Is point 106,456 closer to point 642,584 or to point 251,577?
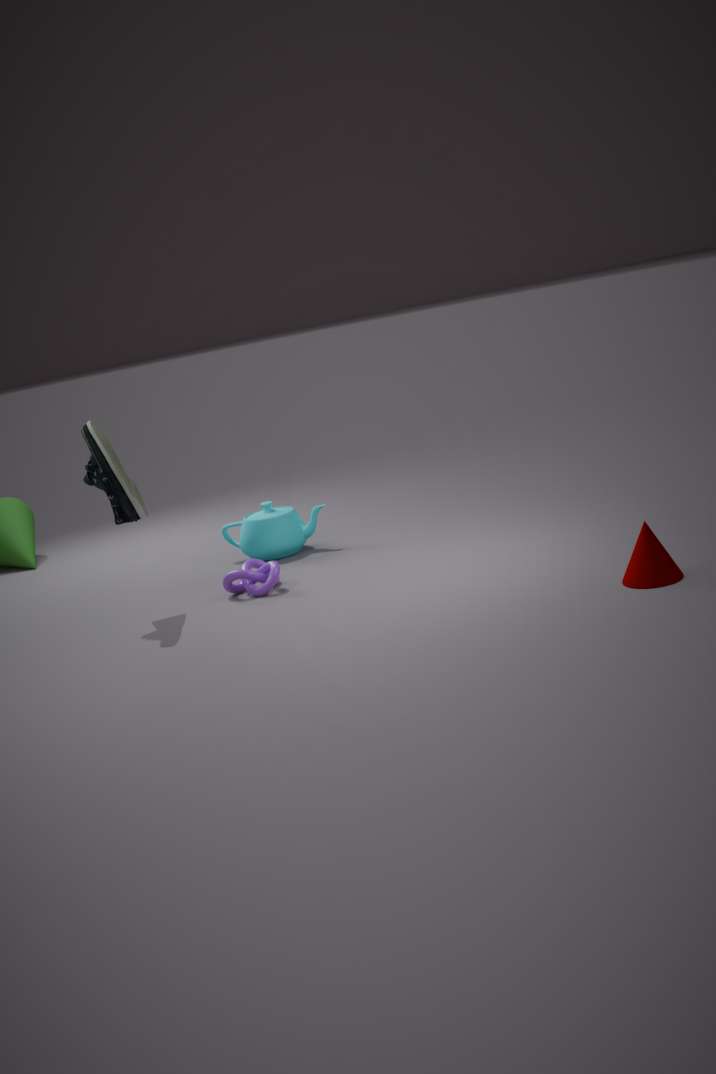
point 251,577
